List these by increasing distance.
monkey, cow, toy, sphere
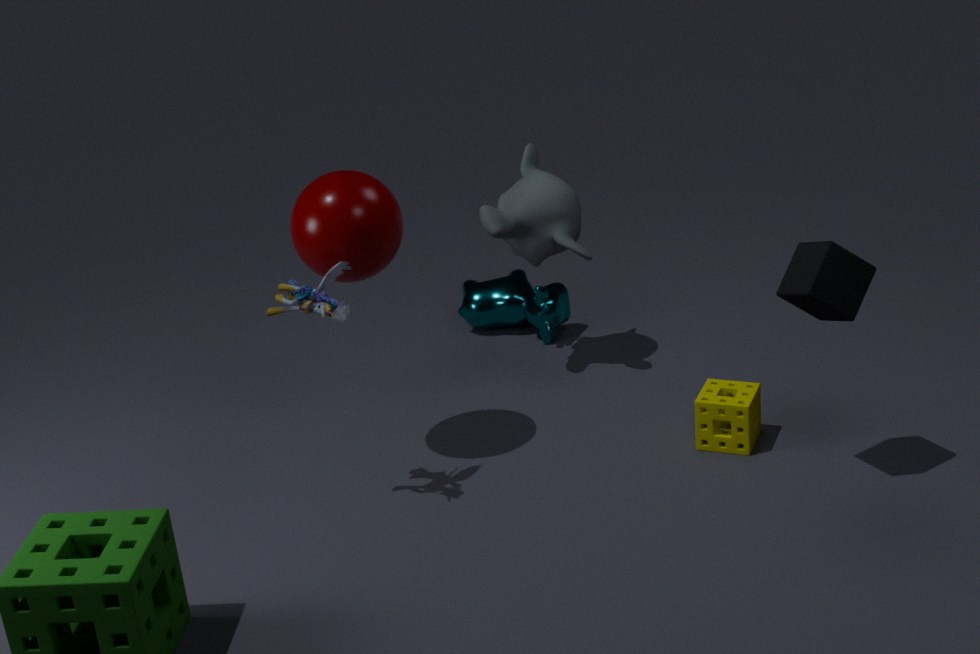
toy < sphere < monkey < cow
